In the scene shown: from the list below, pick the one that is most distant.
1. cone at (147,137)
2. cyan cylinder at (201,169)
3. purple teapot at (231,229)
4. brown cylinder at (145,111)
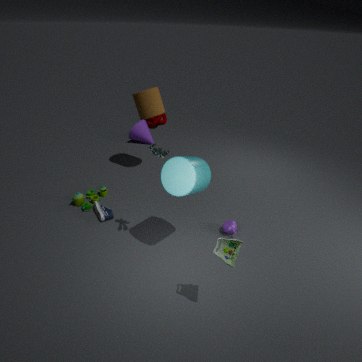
cone at (147,137)
